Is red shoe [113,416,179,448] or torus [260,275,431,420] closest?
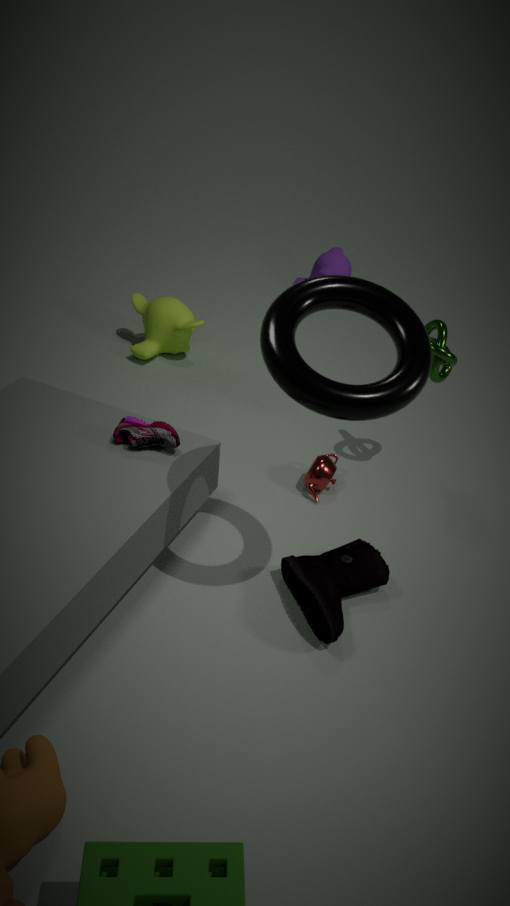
torus [260,275,431,420]
